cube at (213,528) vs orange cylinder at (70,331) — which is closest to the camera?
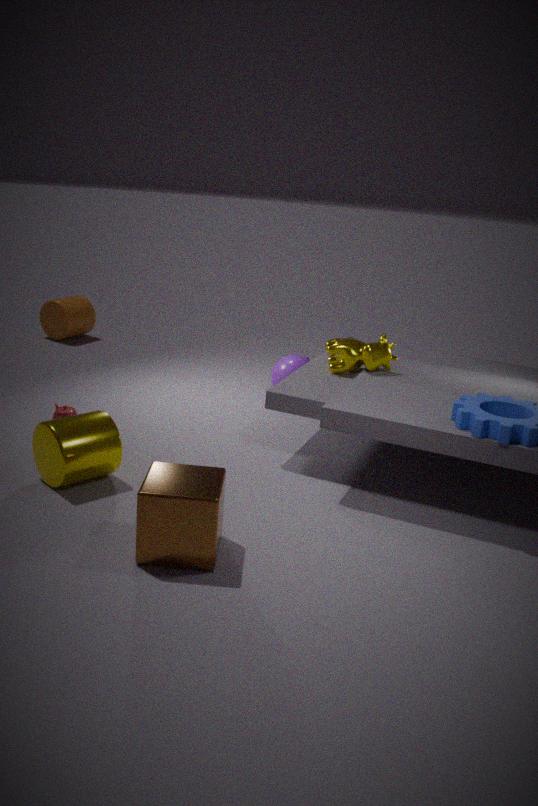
cube at (213,528)
